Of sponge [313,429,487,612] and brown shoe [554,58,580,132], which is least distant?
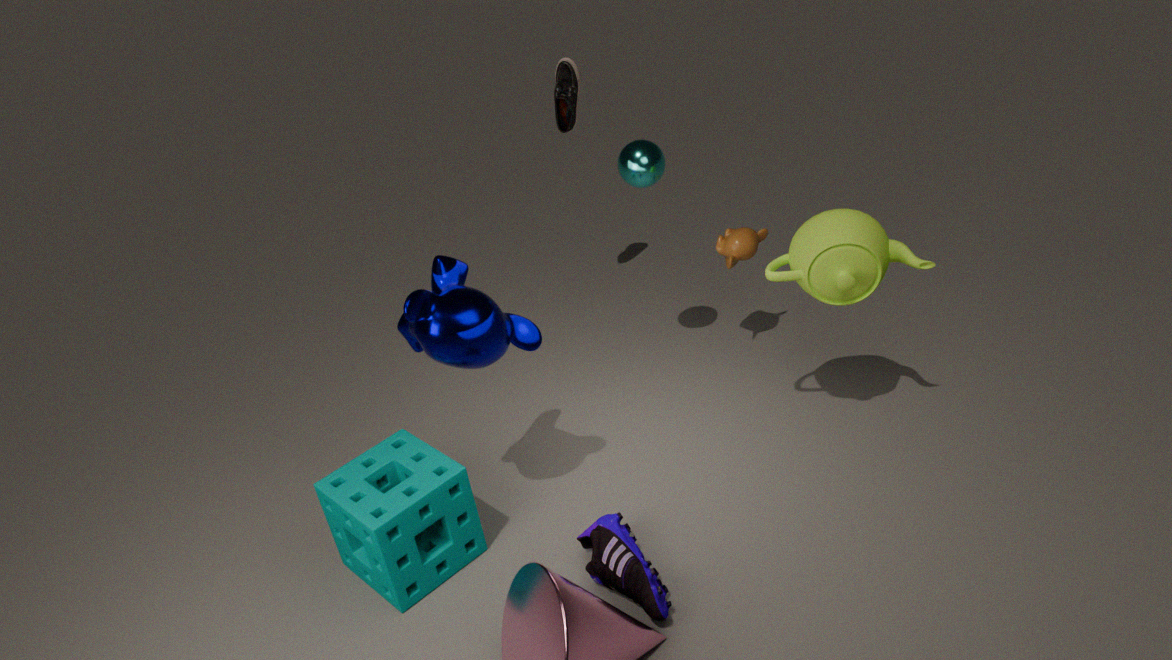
sponge [313,429,487,612]
